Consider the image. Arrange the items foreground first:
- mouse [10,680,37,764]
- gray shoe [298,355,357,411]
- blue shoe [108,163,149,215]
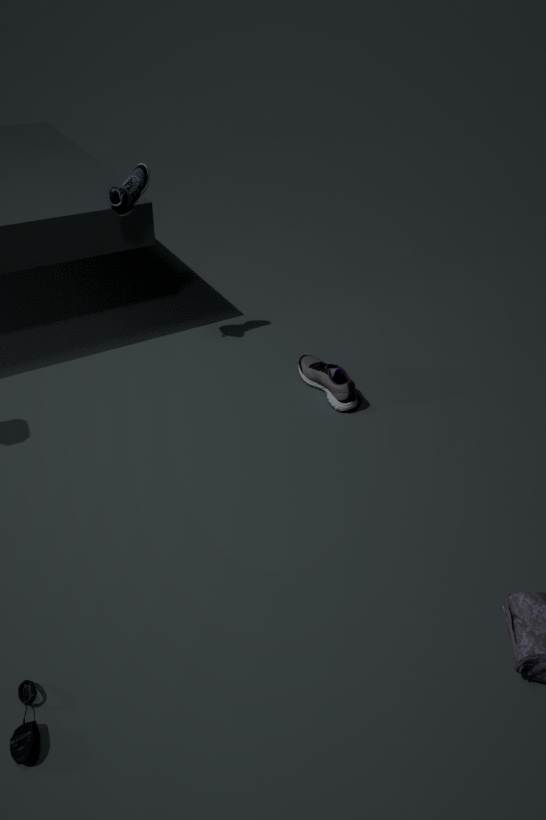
mouse [10,680,37,764] < blue shoe [108,163,149,215] < gray shoe [298,355,357,411]
